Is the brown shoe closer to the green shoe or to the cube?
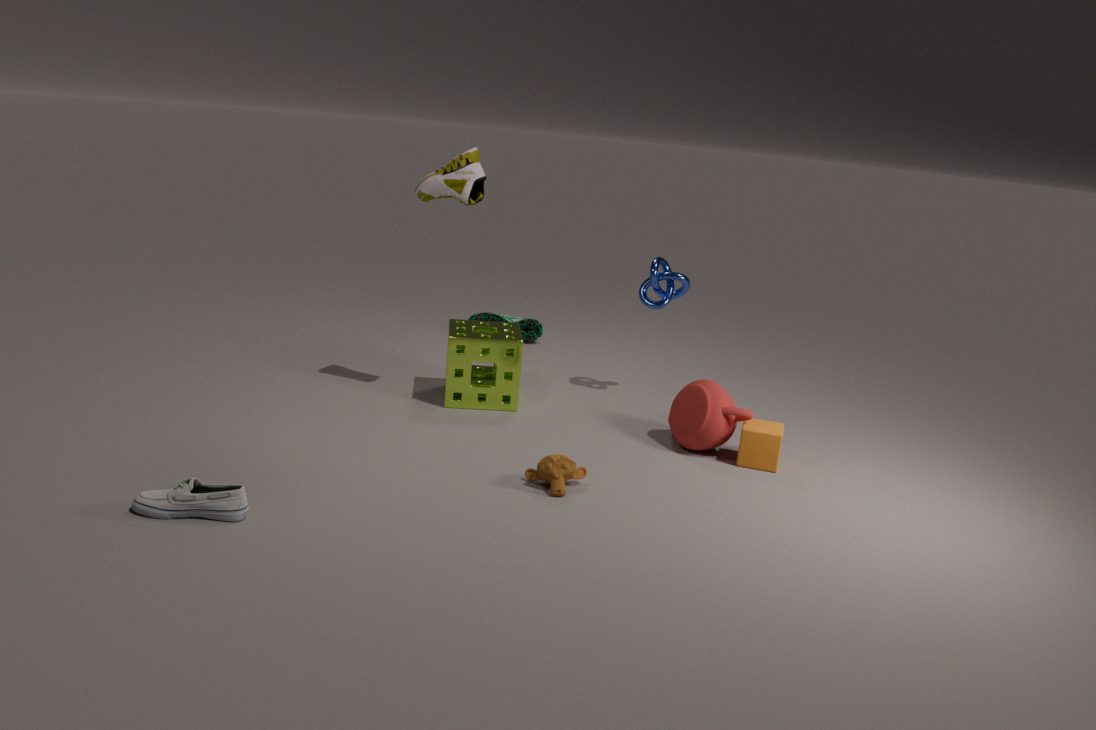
the green shoe
